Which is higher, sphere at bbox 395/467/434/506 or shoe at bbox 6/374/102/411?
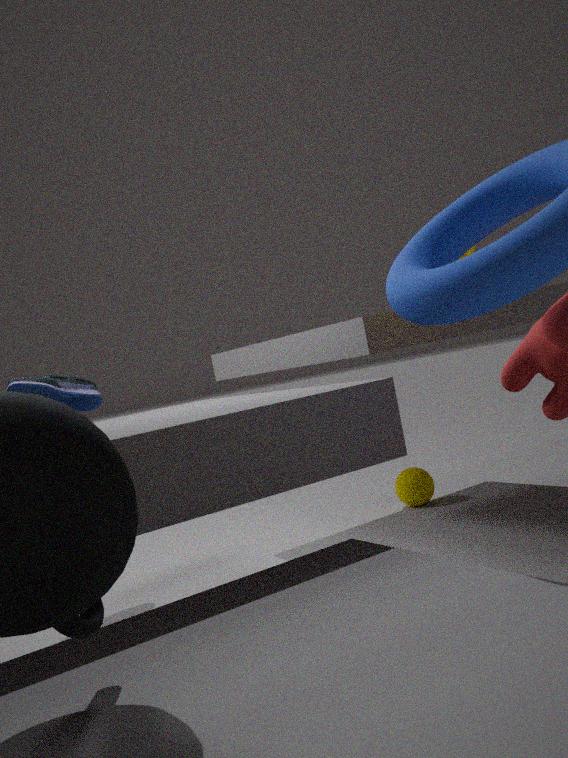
shoe at bbox 6/374/102/411
